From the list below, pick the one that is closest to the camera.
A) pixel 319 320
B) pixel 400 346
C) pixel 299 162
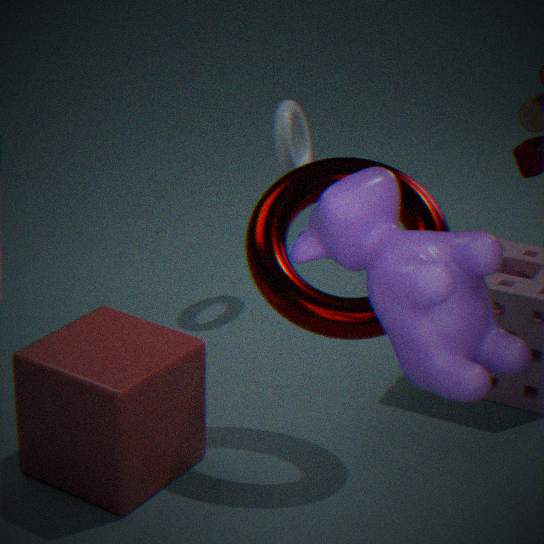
pixel 400 346
